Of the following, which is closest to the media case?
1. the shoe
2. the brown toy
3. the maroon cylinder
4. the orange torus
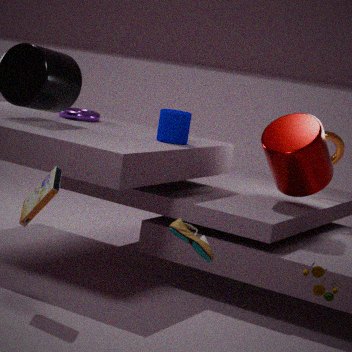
the shoe
